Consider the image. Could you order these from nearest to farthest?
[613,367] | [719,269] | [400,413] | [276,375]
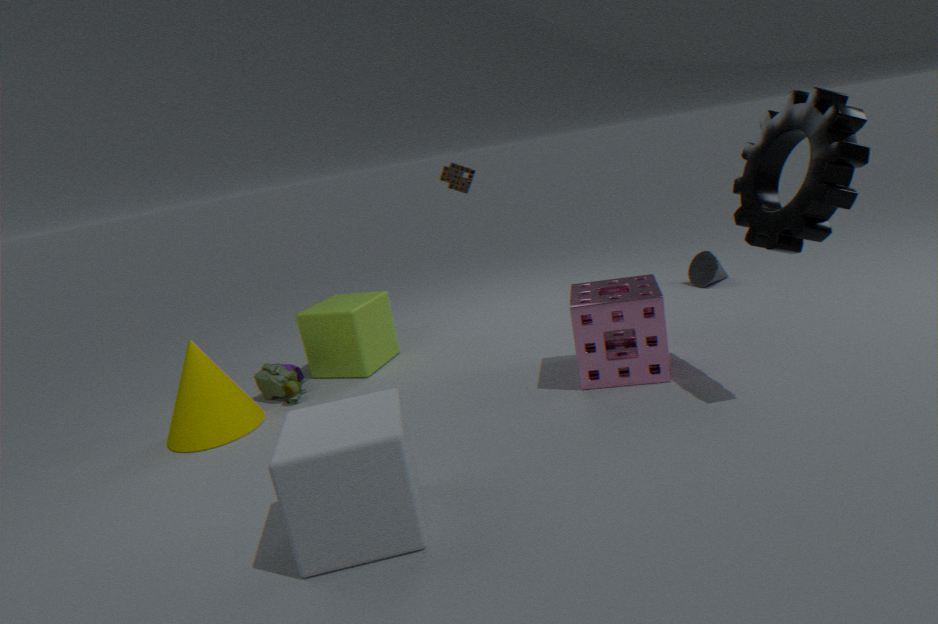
[400,413]
[613,367]
[276,375]
[719,269]
